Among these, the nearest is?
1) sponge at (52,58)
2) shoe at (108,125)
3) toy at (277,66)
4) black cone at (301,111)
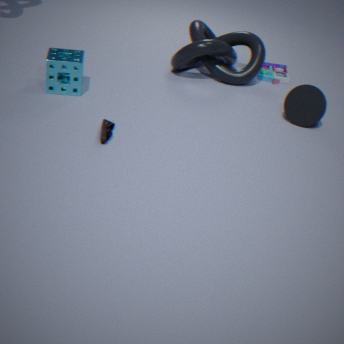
2. shoe at (108,125)
